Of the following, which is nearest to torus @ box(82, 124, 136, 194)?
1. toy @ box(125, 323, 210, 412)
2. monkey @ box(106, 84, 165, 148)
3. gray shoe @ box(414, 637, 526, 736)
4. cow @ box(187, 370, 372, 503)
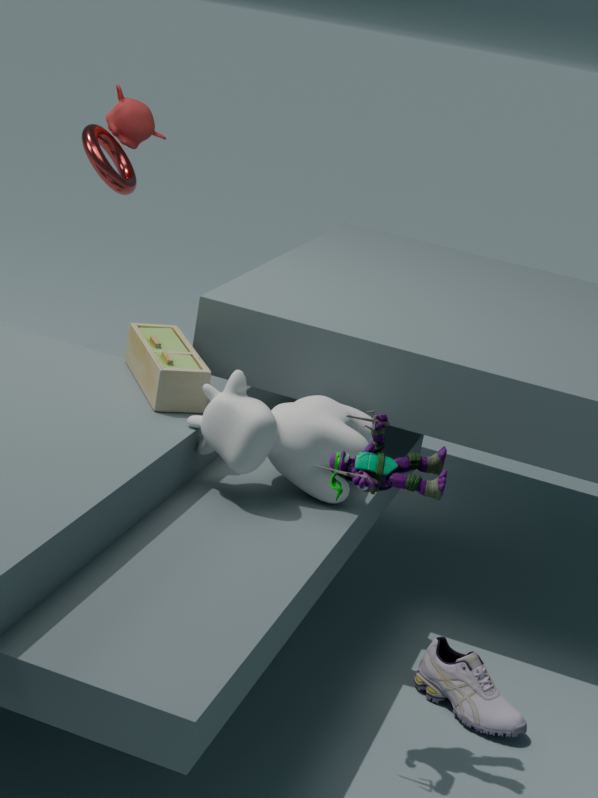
monkey @ box(106, 84, 165, 148)
